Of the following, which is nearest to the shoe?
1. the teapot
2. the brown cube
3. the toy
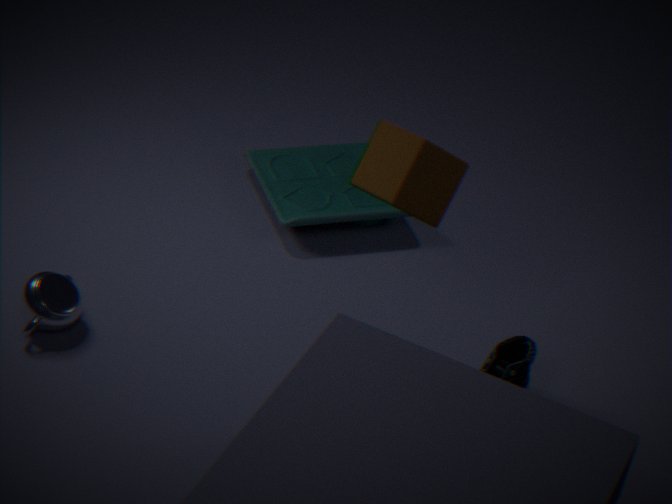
the brown cube
